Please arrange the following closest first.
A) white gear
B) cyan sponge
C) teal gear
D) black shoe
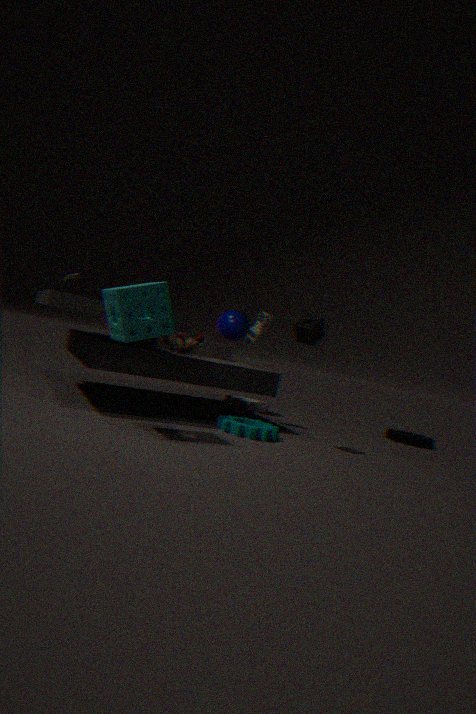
cyan sponge < teal gear < black shoe < white gear
